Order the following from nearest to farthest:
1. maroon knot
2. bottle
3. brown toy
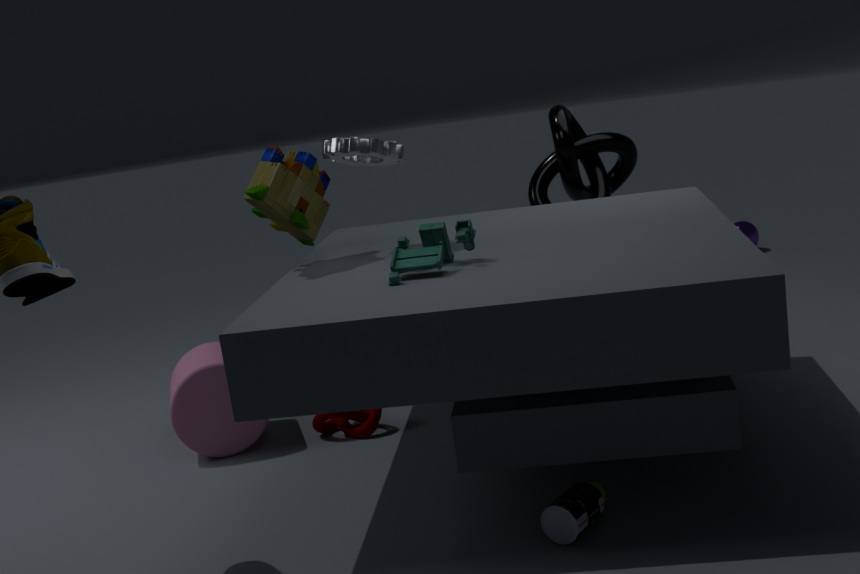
1. bottle
2. brown toy
3. maroon knot
